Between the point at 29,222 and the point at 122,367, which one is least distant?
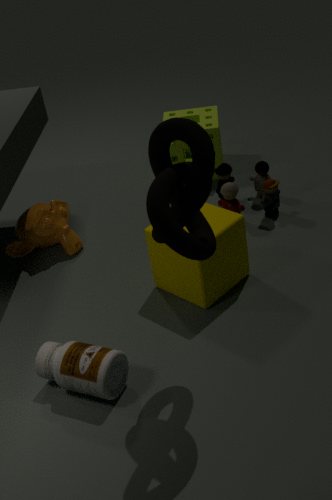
the point at 122,367
